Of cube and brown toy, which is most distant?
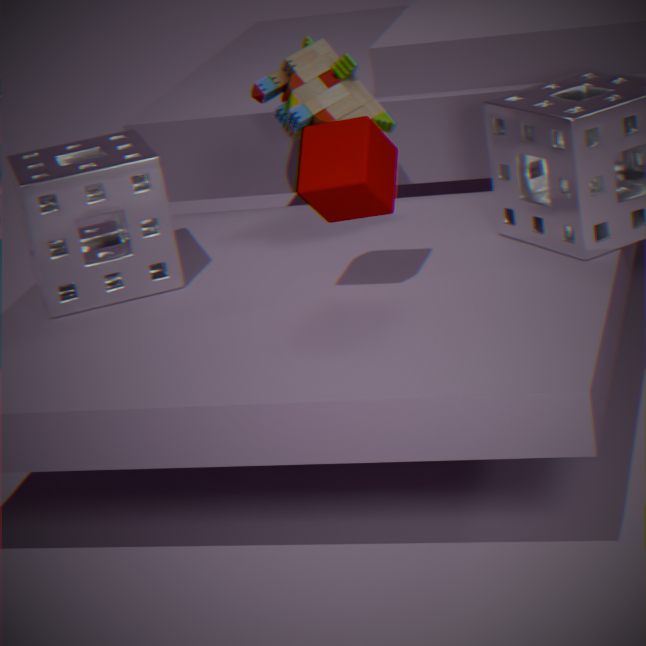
brown toy
